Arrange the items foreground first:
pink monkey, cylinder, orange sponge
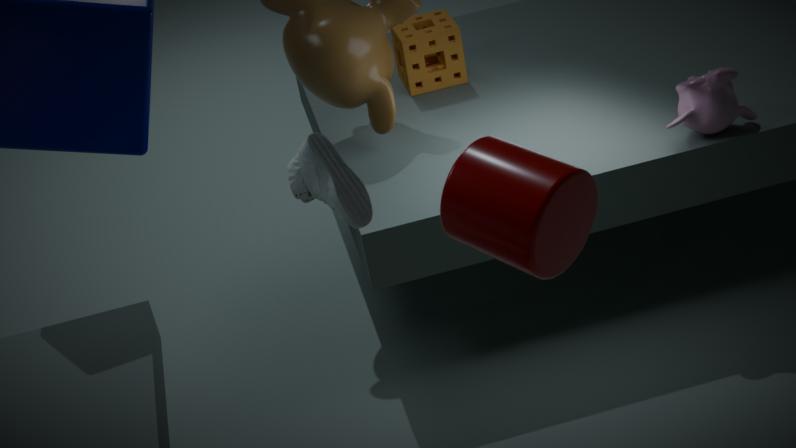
cylinder
pink monkey
orange sponge
